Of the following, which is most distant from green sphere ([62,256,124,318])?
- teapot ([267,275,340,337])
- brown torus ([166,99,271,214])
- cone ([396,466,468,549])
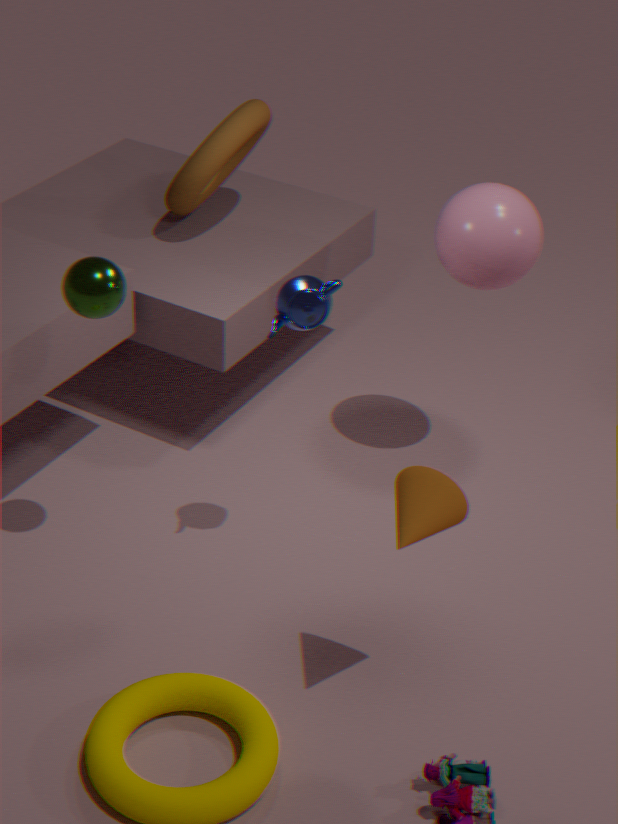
brown torus ([166,99,271,214])
